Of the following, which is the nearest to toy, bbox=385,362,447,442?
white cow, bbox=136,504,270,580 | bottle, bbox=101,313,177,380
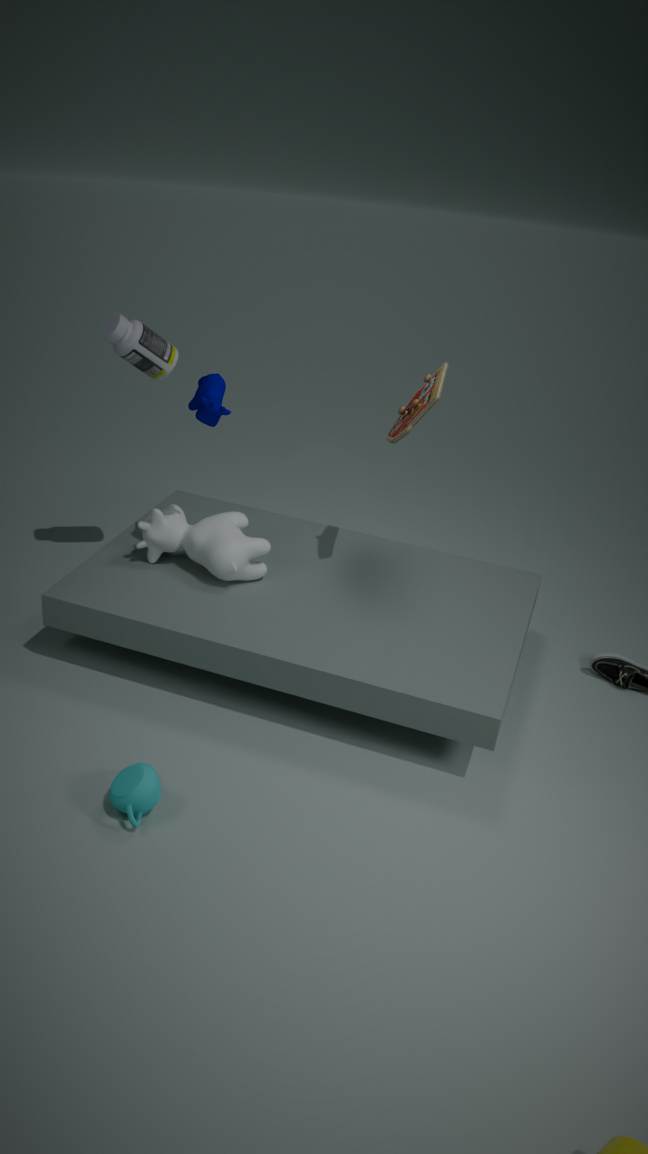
white cow, bbox=136,504,270,580
